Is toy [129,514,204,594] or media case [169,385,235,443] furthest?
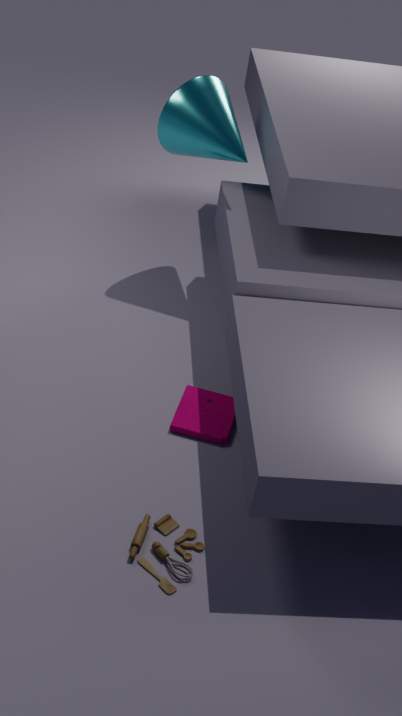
media case [169,385,235,443]
